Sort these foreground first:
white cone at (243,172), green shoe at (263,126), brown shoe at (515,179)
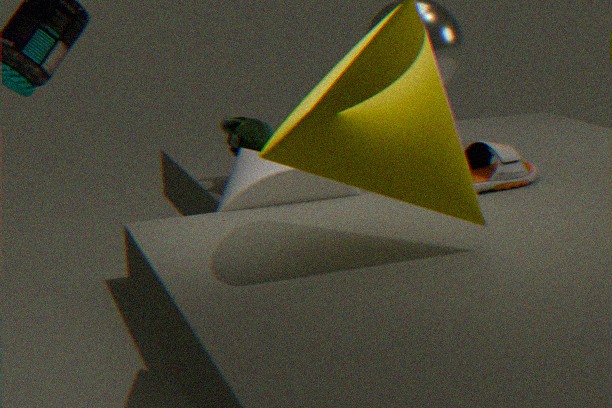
white cone at (243,172), brown shoe at (515,179), green shoe at (263,126)
